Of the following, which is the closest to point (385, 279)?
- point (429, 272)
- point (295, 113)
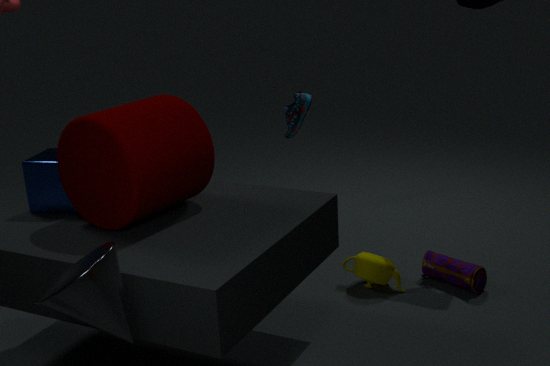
point (429, 272)
